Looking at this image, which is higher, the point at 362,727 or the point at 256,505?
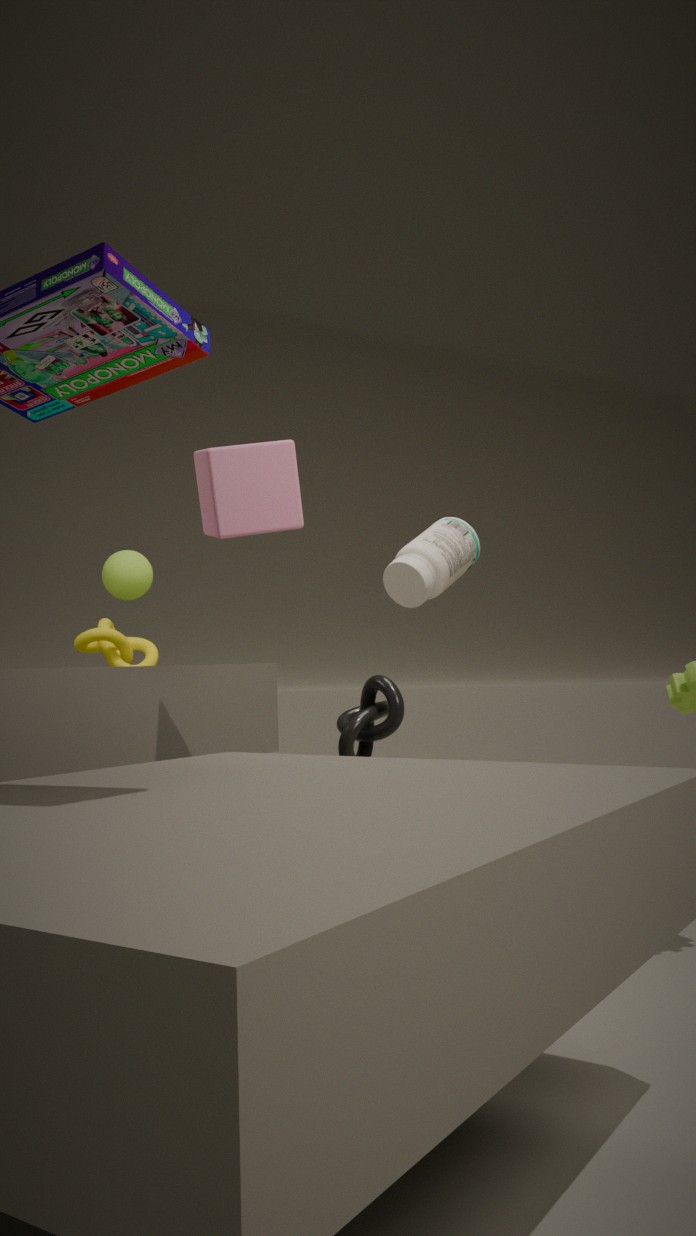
the point at 256,505
